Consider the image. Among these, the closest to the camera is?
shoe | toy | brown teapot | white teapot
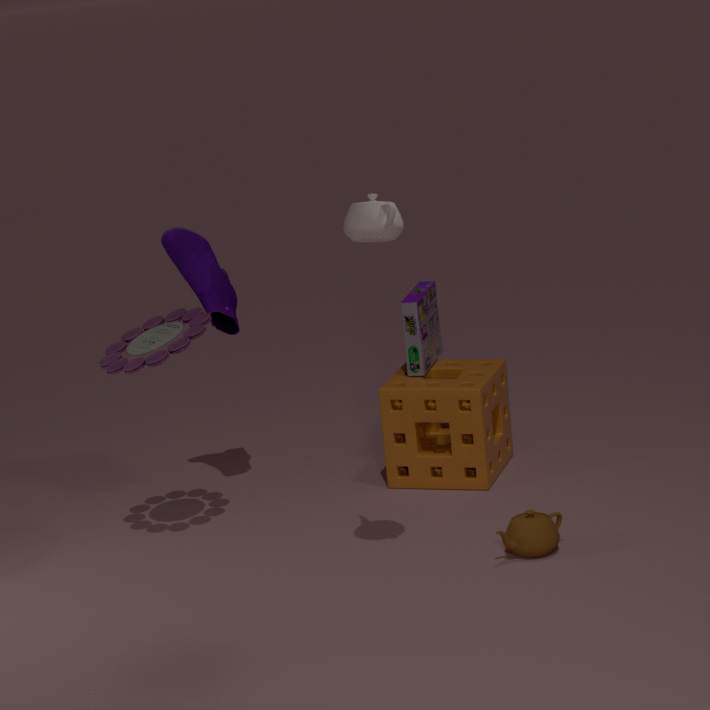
white teapot
